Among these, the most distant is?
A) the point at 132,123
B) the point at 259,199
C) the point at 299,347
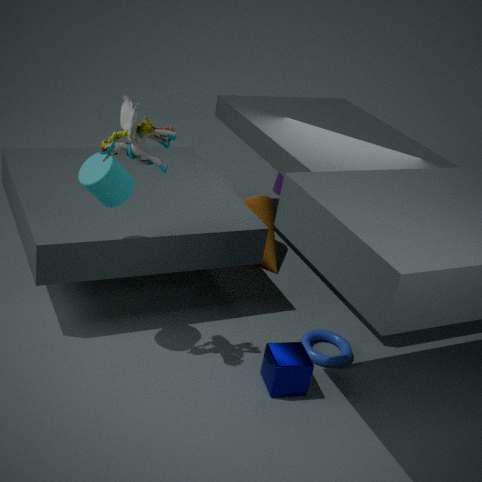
the point at 259,199
